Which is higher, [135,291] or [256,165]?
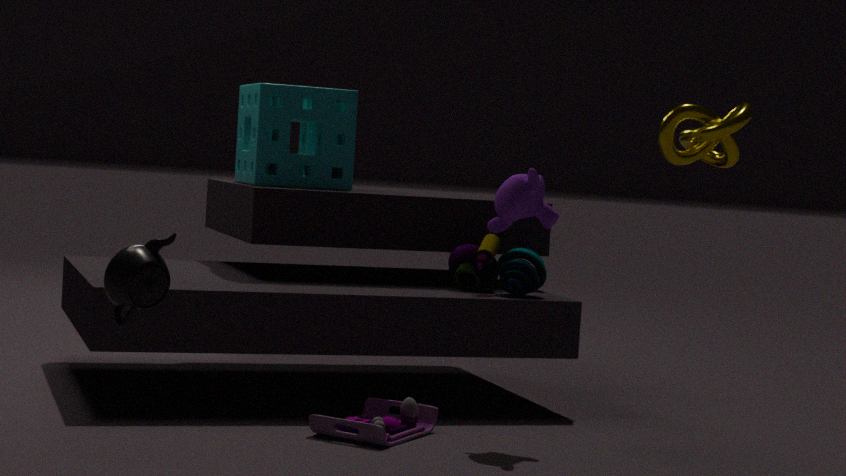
[256,165]
